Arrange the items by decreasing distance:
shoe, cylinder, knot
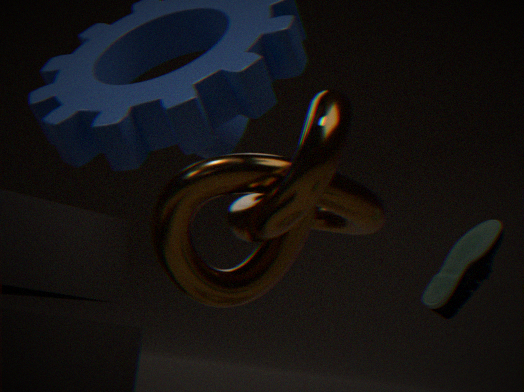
cylinder, shoe, knot
